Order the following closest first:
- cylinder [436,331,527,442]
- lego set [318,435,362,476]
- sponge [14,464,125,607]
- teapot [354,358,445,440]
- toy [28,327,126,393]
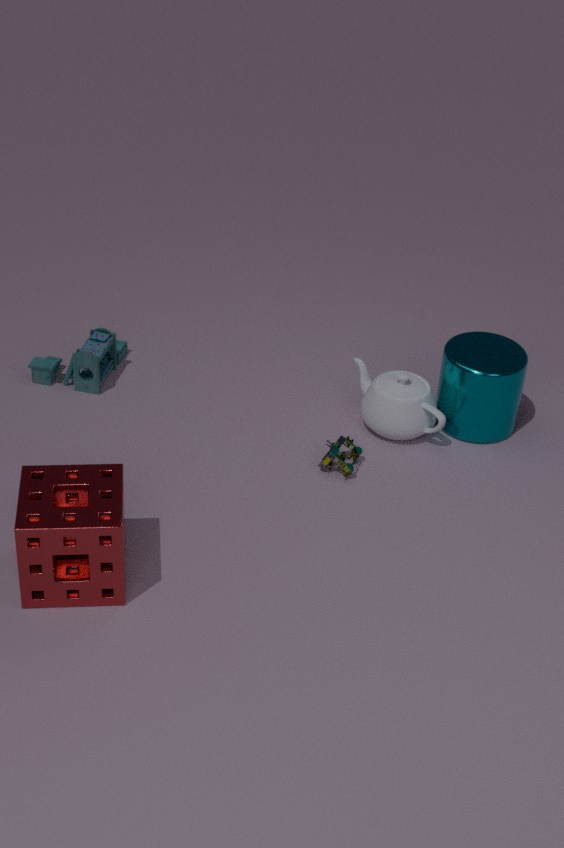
1. sponge [14,464,125,607]
2. lego set [318,435,362,476]
3. cylinder [436,331,527,442]
4. teapot [354,358,445,440]
5. toy [28,327,126,393]
